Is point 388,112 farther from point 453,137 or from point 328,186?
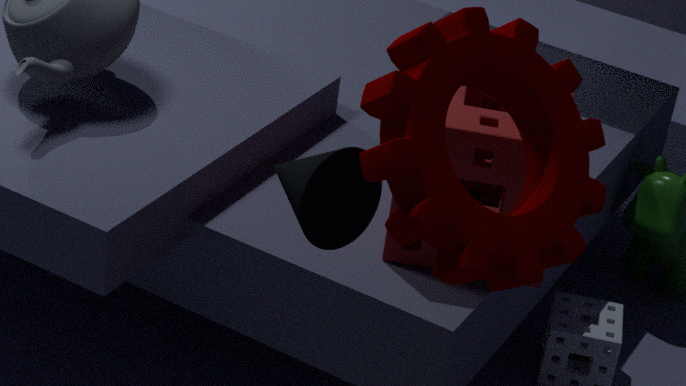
point 453,137
